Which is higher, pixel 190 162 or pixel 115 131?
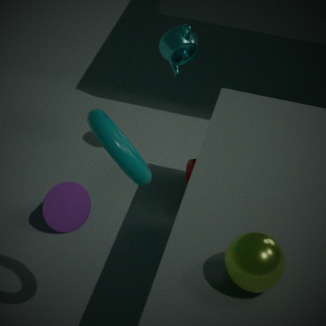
pixel 115 131
